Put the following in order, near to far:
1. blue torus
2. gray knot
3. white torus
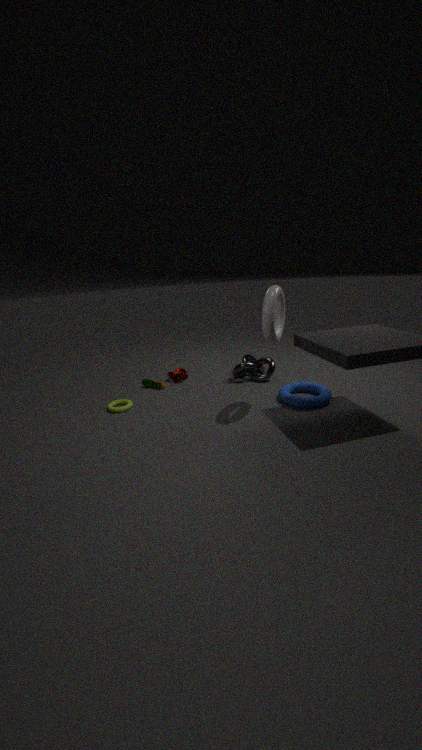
white torus → blue torus → gray knot
